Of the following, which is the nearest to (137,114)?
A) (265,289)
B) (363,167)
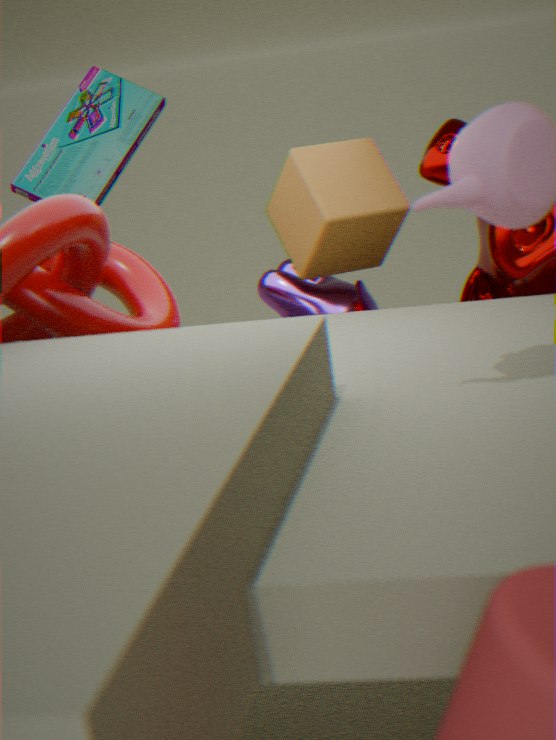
(363,167)
